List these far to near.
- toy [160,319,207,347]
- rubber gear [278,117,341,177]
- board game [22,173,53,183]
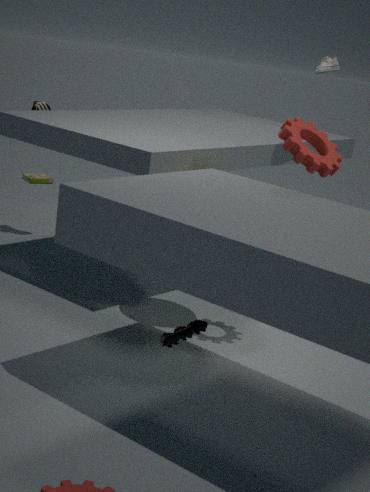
board game [22,173,53,183] < rubber gear [278,117,341,177] < toy [160,319,207,347]
